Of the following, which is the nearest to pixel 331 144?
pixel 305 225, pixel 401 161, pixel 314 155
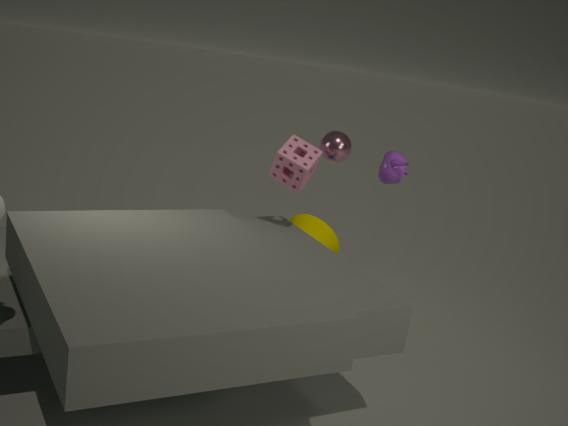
pixel 314 155
